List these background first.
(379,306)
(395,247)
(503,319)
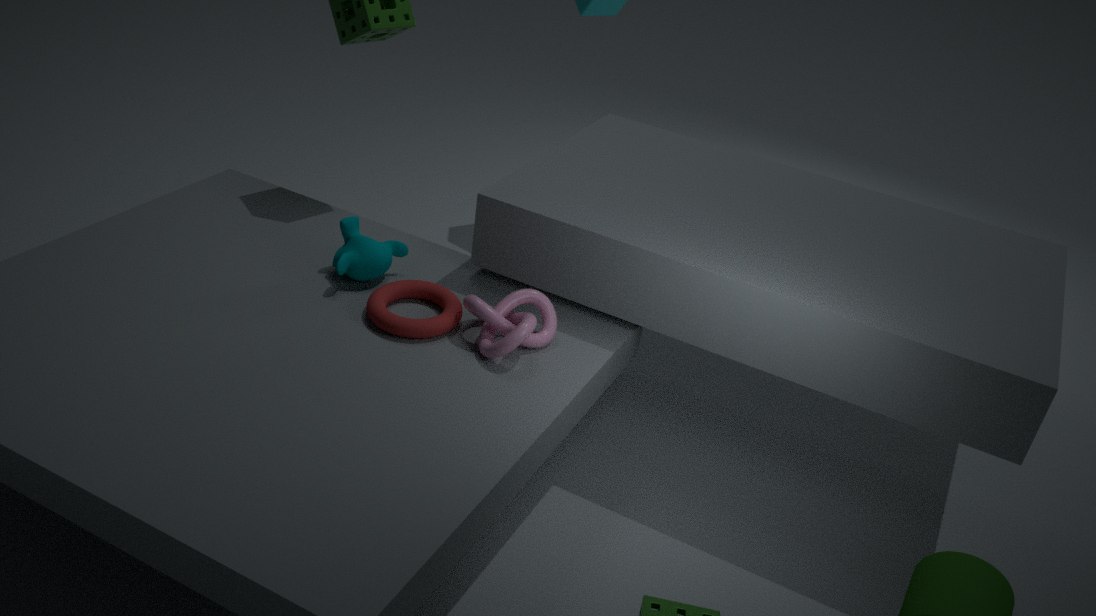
(395,247)
(379,306)
(503,319)
